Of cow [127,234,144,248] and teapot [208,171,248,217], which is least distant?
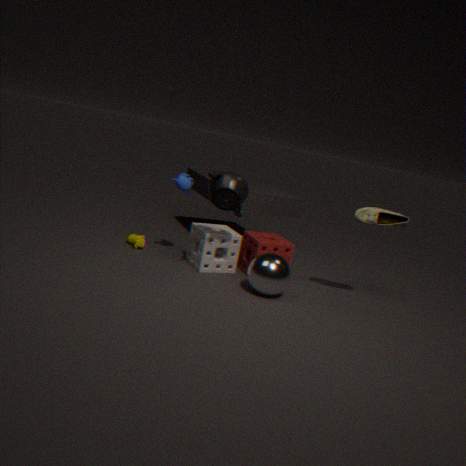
teapot [208,171,248,217]
